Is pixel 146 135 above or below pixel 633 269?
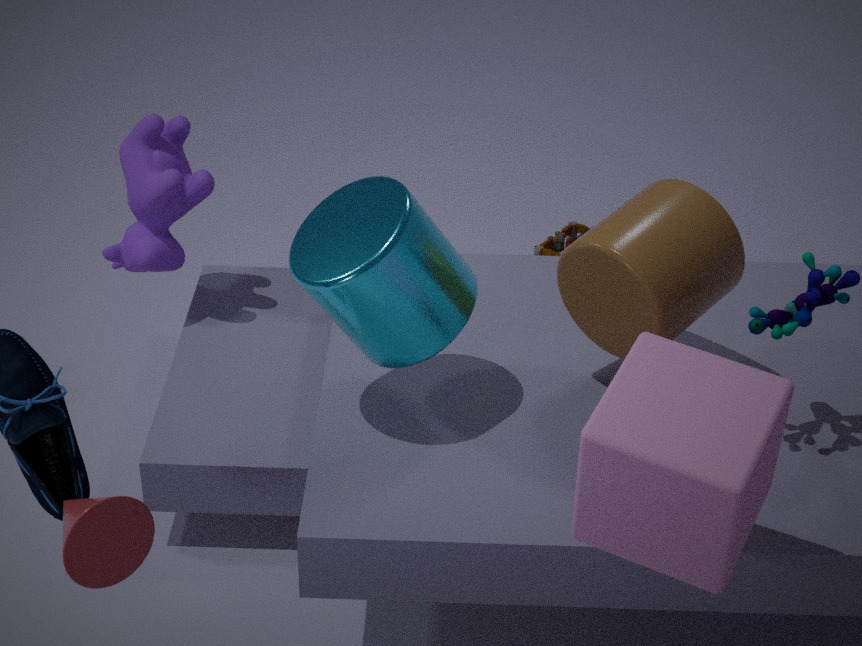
below
